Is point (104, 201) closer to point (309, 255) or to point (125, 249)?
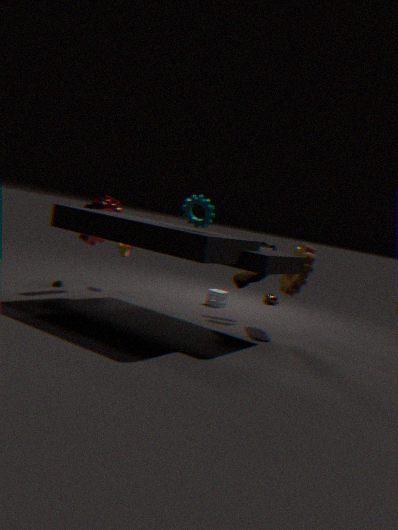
point (125, 249)
